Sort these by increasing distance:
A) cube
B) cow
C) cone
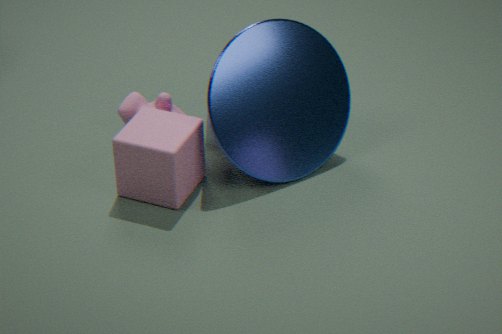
cube
cone
cow
